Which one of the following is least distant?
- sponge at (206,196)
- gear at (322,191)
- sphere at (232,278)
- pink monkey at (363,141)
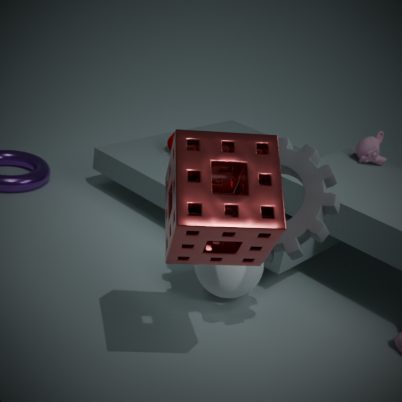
sponge at (206,196)
